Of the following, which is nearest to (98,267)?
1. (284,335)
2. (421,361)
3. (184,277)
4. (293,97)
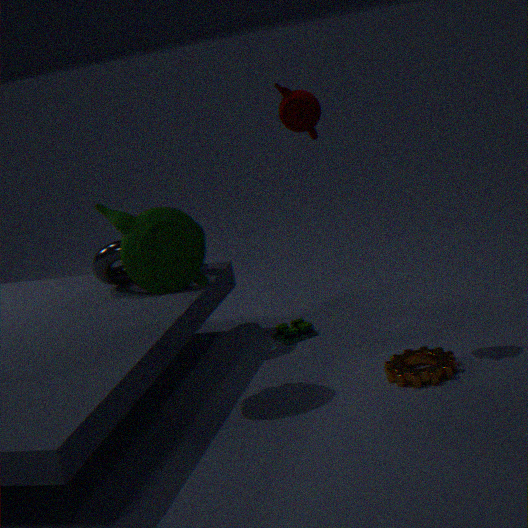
(184,277)
